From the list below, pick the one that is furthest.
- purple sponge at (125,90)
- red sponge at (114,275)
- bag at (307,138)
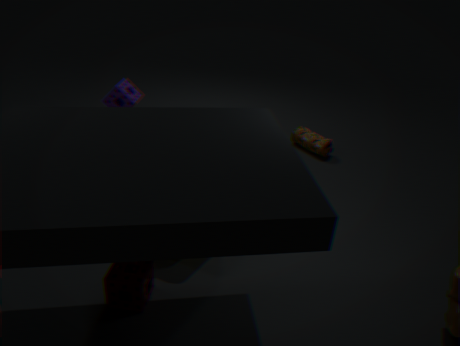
bag at (307,138)
